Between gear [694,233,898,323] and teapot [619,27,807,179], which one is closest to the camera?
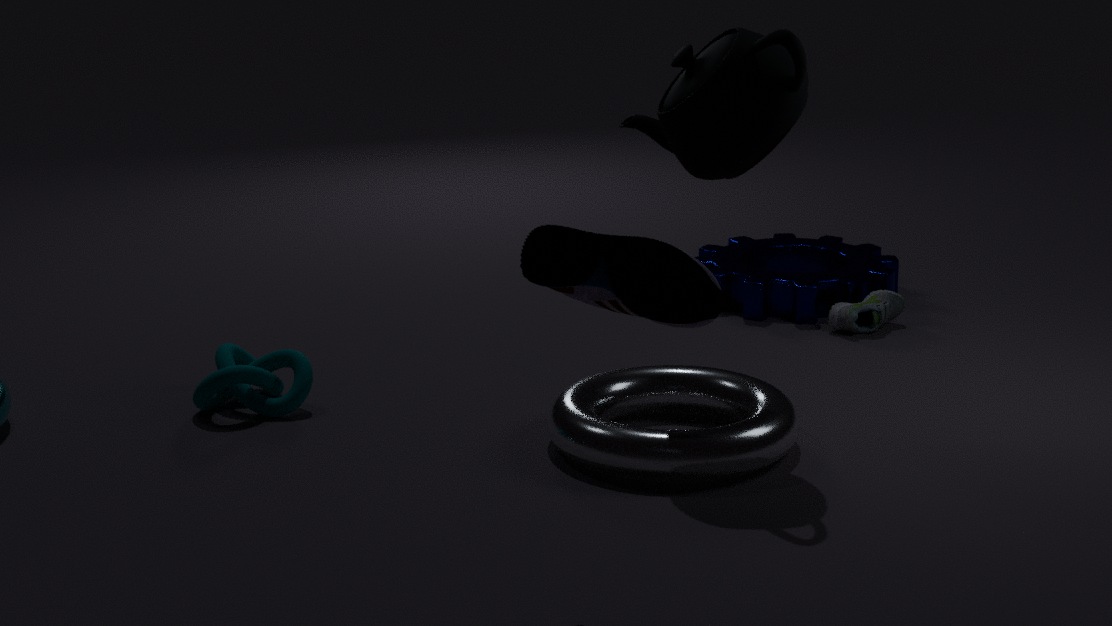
teapot [619,27,807,179]
